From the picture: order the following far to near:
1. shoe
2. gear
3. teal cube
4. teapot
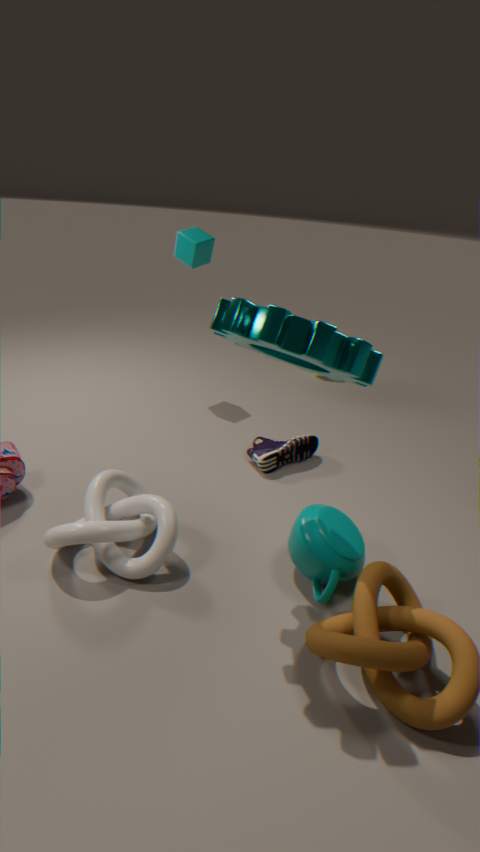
1. teal cube
2. shoe
3. teapot
4. gear
